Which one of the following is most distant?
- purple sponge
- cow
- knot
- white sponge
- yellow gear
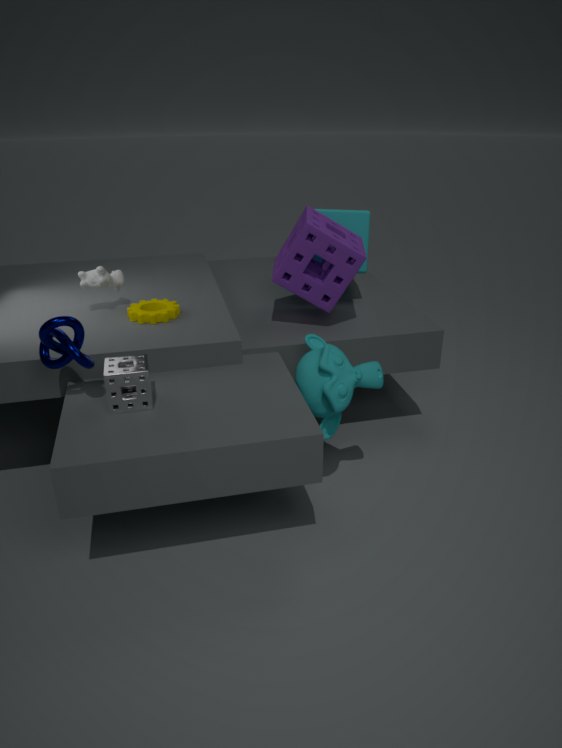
cow
